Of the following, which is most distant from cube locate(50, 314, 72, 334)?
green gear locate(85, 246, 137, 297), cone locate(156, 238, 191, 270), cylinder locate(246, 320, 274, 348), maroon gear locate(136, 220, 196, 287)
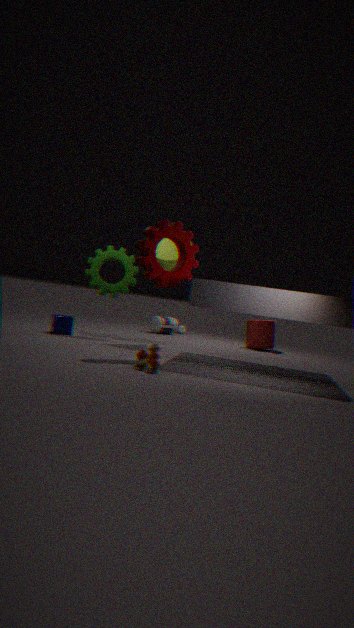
cylinder locate(246, 320, 274, 348)
